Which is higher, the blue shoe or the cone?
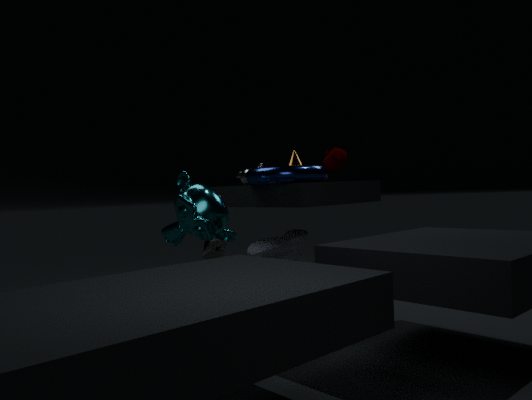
the cone
